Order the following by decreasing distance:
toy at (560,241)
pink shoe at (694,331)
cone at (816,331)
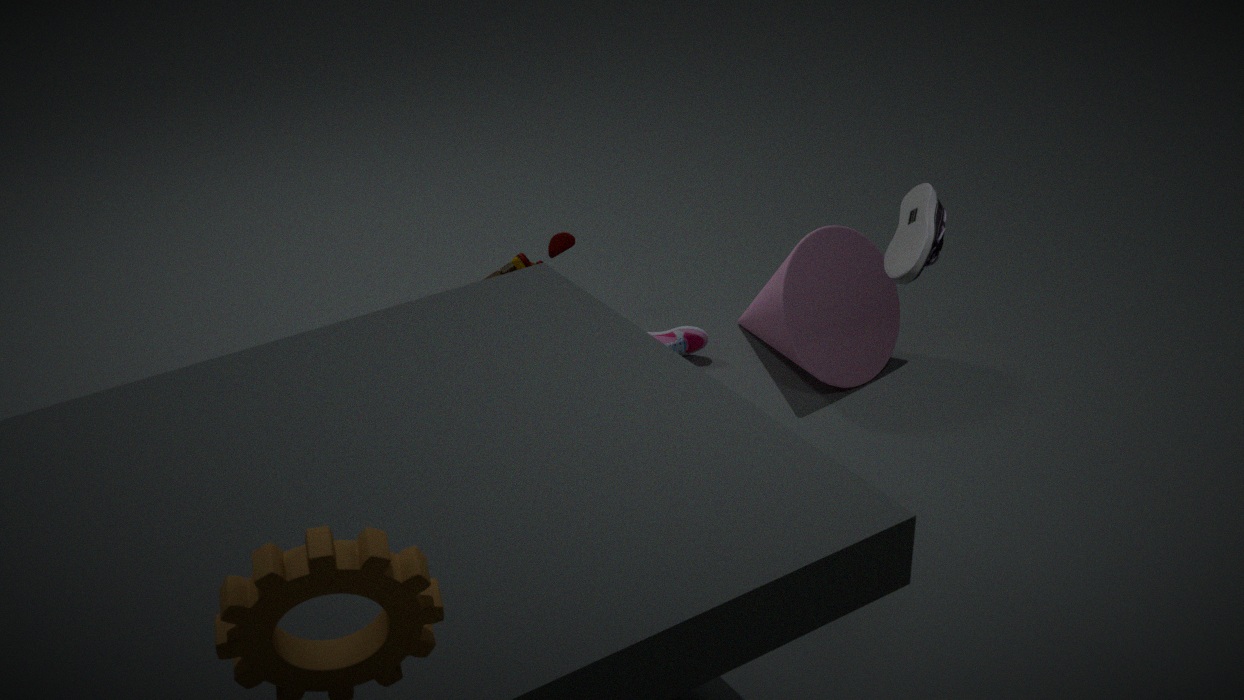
pink shoe at (694,331) → toy at (560,241) → cone at (816,331)
